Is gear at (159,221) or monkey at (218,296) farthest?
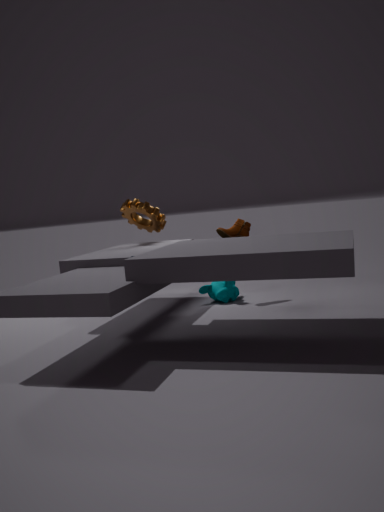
gear at (159,221)
